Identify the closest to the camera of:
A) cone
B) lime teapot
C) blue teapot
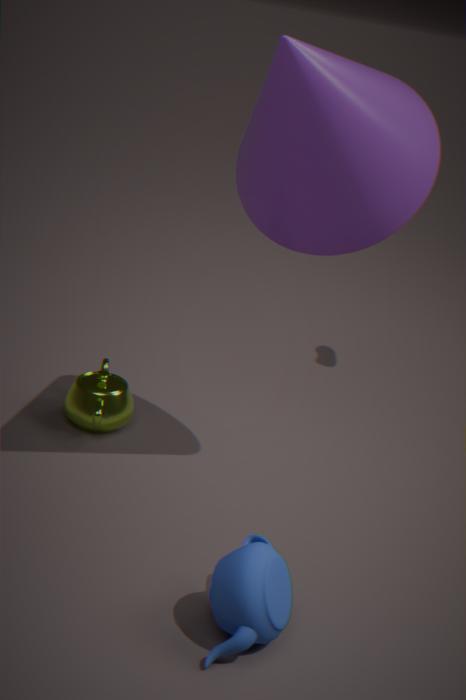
blue teapot
